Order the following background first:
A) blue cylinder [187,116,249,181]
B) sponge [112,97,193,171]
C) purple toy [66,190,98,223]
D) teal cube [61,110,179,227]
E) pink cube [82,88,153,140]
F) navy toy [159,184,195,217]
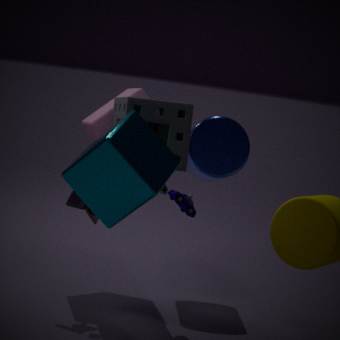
1. blue cylinder [187,116,249,181]
2. pink cube [82,88,153,140]
3. navy toy [159,184,195,217]
4. purple toy [66,190,98,223]
5. sponge [112,97,193,171]
6. teal cube [61,110,179,227]
